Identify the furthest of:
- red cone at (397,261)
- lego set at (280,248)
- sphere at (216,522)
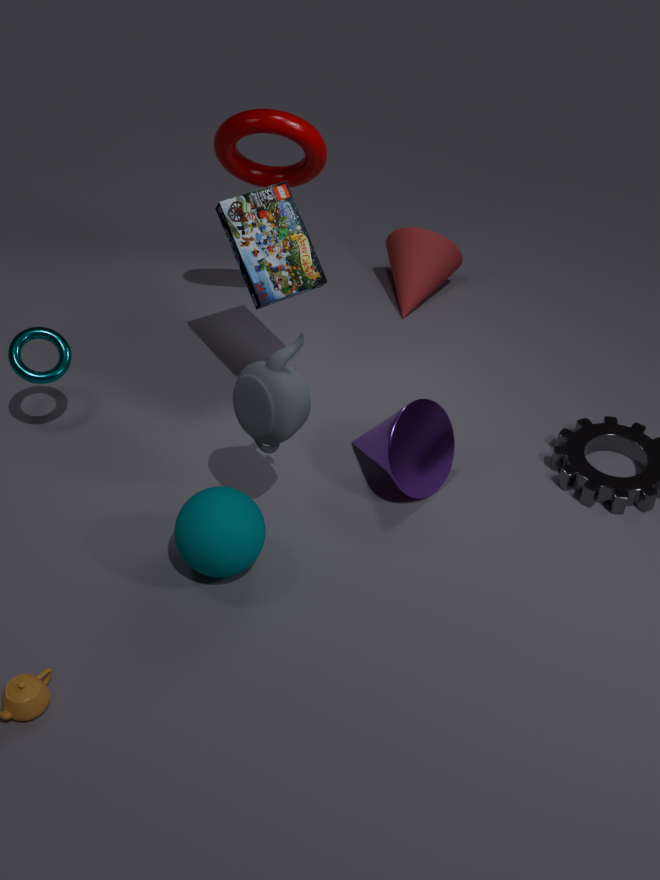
red cone at (397,261)
